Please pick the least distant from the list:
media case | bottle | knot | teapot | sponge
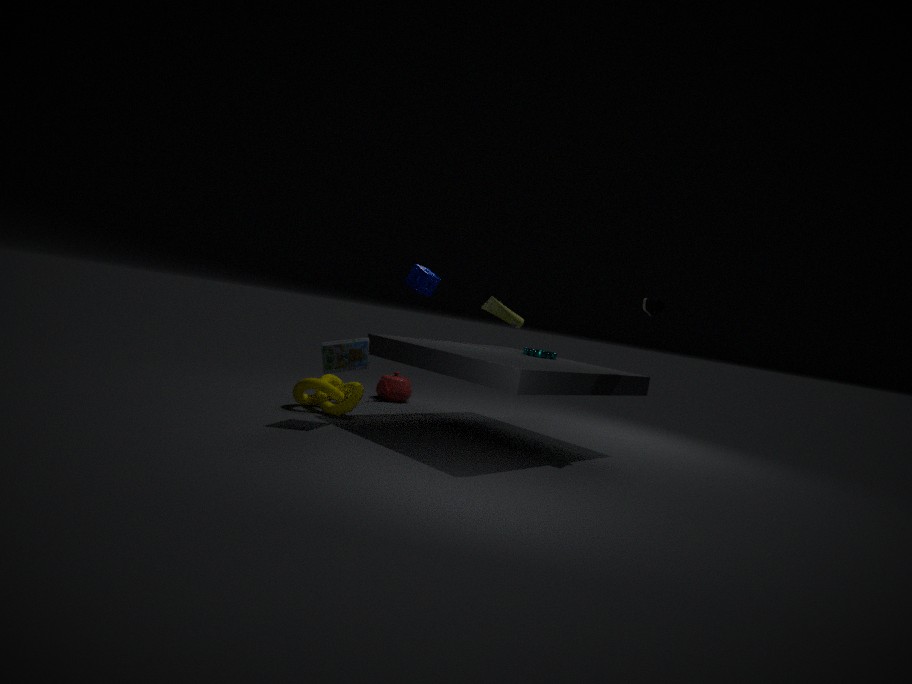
media case
